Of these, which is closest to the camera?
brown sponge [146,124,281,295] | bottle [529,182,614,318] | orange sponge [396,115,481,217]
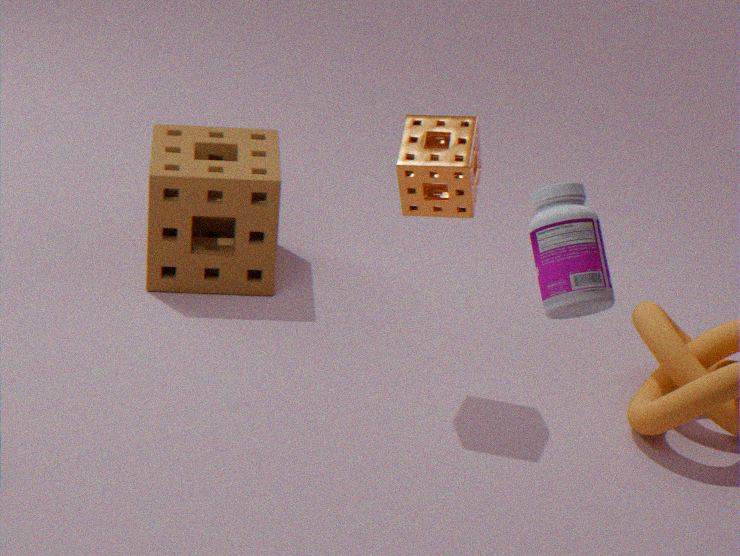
bottle [529,182,614,318]
